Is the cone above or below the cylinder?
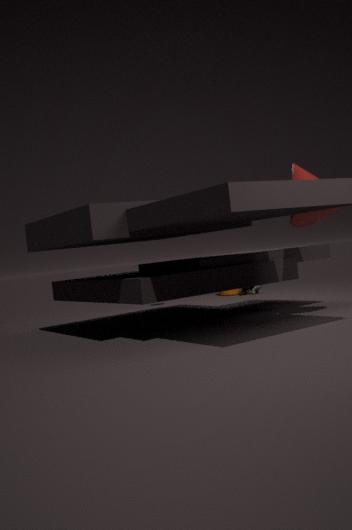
above
